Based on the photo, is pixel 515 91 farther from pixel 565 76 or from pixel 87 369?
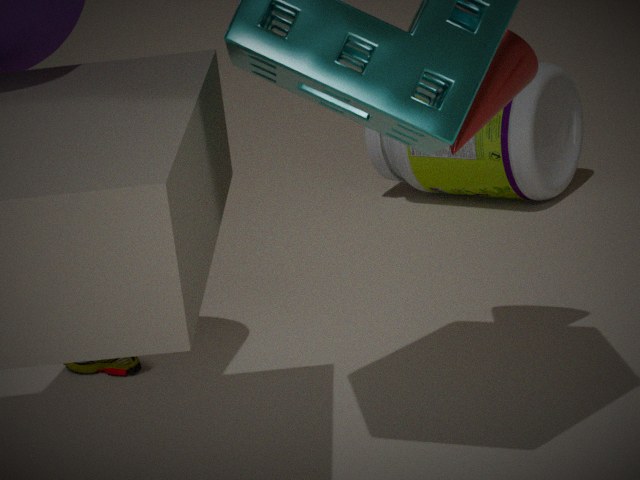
pixel 565 76
